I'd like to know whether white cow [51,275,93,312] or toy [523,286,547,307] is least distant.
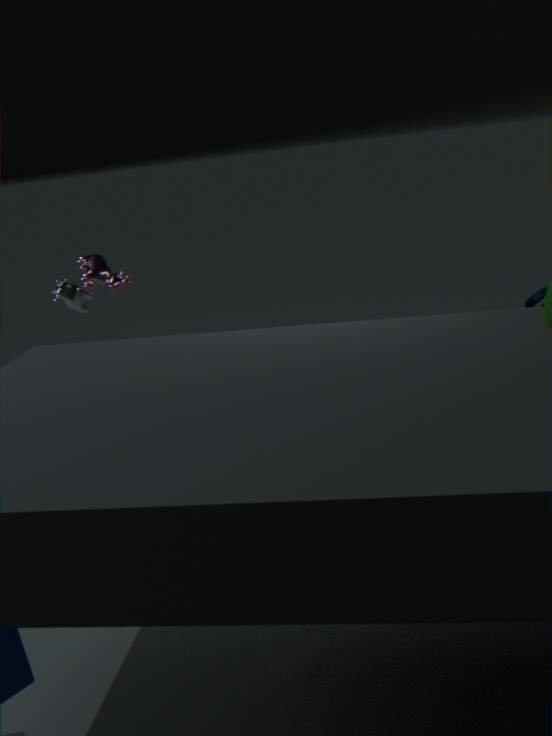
toy [523,286,547,307]
